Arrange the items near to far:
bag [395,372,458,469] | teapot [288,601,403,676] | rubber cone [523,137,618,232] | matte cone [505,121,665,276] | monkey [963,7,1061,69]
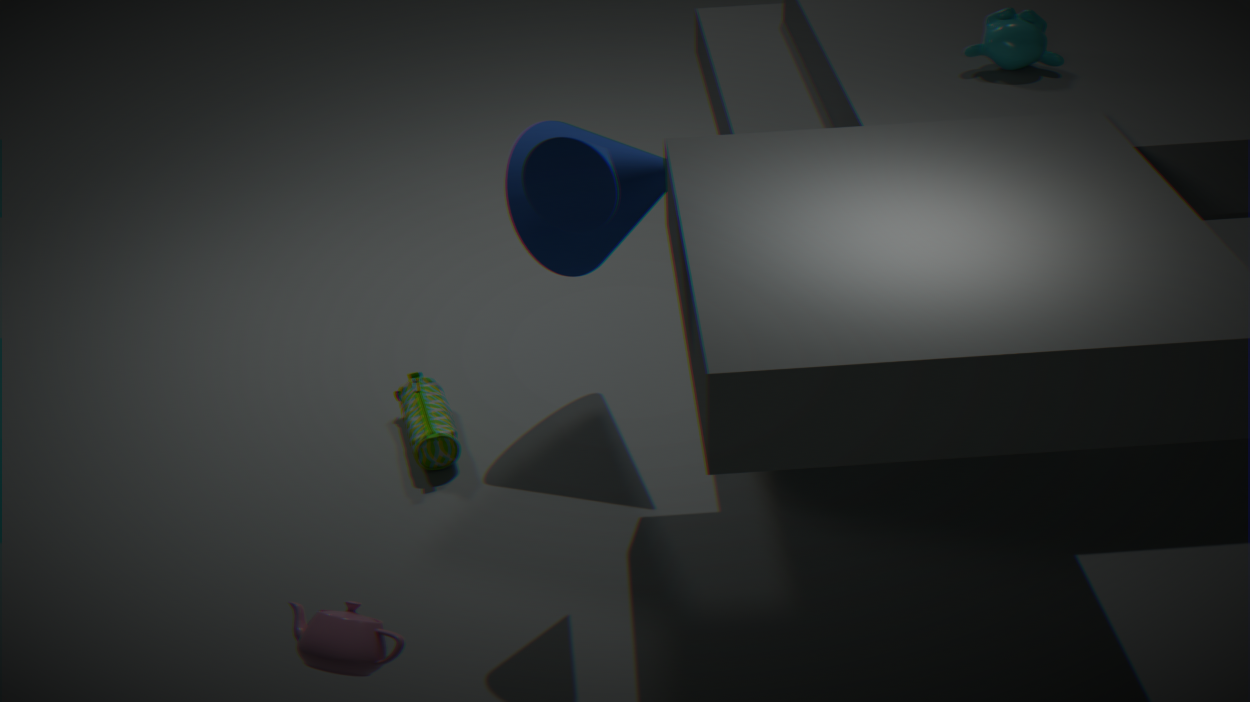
1. teapot [288,601,403,676]
2. rubber cone [523,137,618,232]
3. matte cone [505,121,665,276]
4. monkey [963,7,1061,69]
5. bag [395,372,458,469]
